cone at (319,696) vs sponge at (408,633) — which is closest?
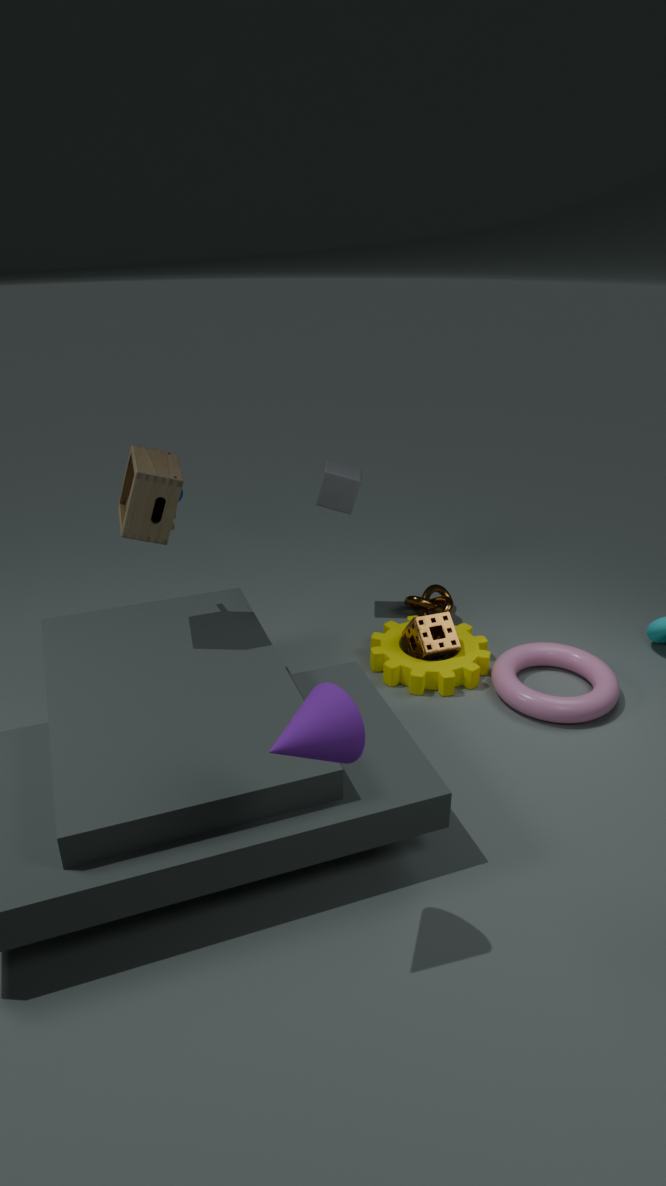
cone at (319,696)
